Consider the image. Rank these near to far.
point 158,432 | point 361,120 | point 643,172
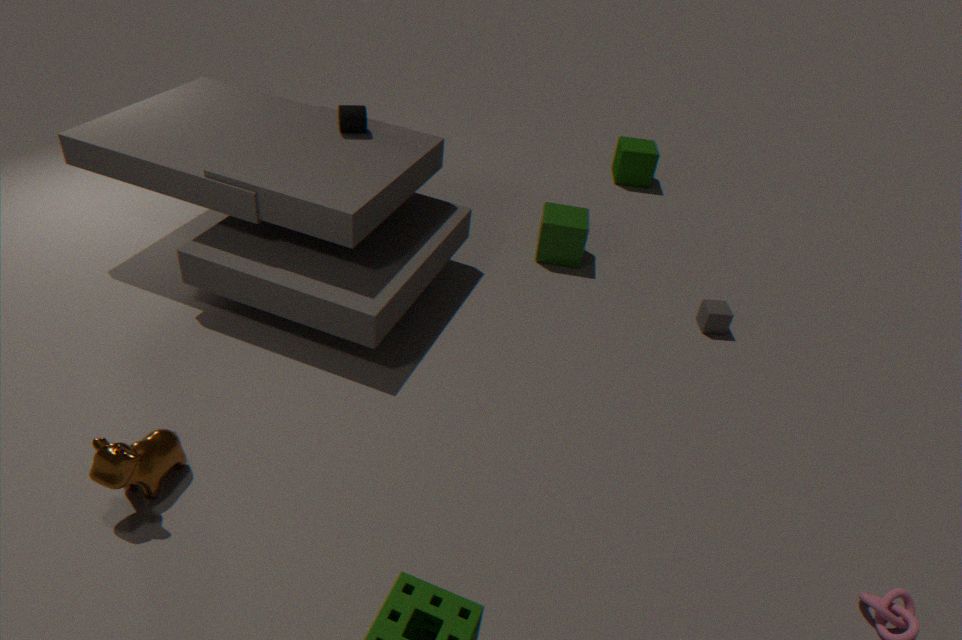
point 158,432, point 361,120, point 643,172
